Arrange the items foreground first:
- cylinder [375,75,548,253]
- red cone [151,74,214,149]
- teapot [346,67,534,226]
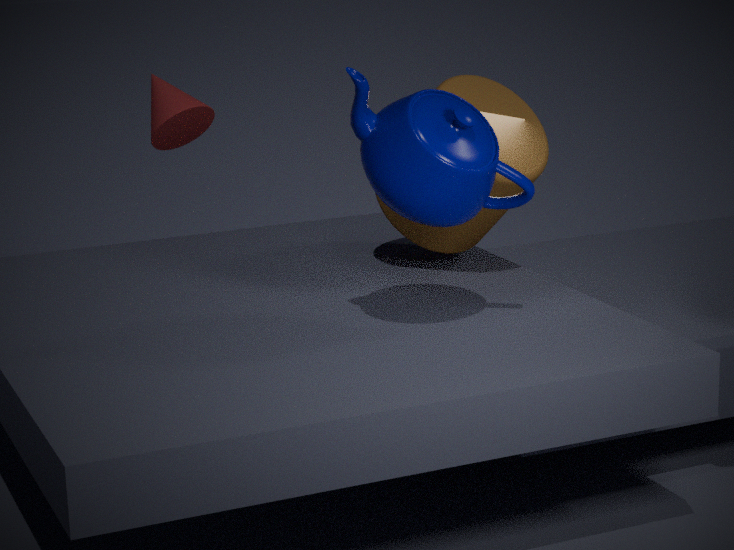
teapot [346,67,534,226] < cylinder [375,75,548,253] < red cone [151,74,214,149]
